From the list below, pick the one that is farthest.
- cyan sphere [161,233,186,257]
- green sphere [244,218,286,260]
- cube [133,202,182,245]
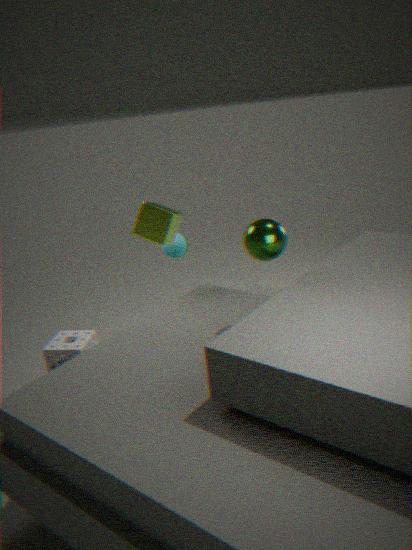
cyan sphere [161,233,186,257]
